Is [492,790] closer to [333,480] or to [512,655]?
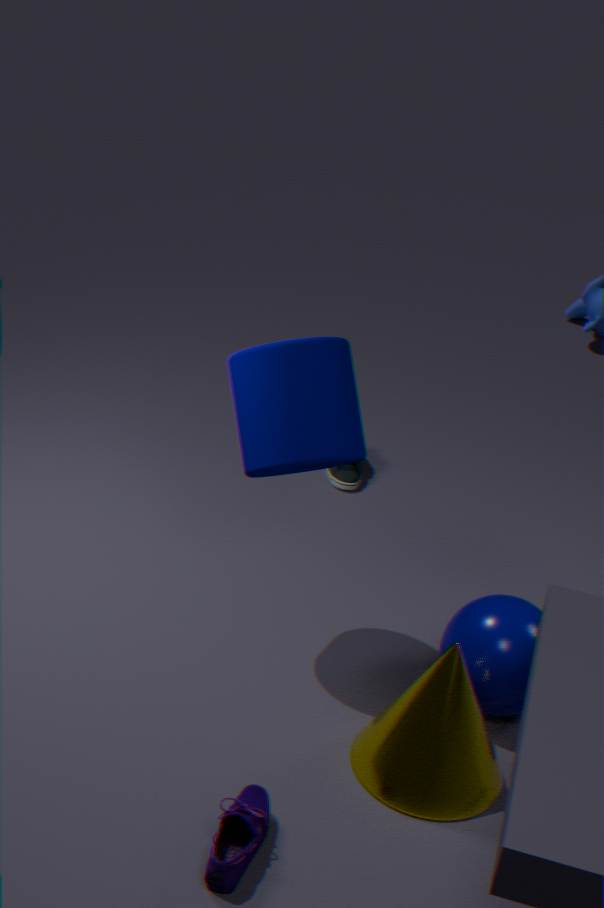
[512,655]
